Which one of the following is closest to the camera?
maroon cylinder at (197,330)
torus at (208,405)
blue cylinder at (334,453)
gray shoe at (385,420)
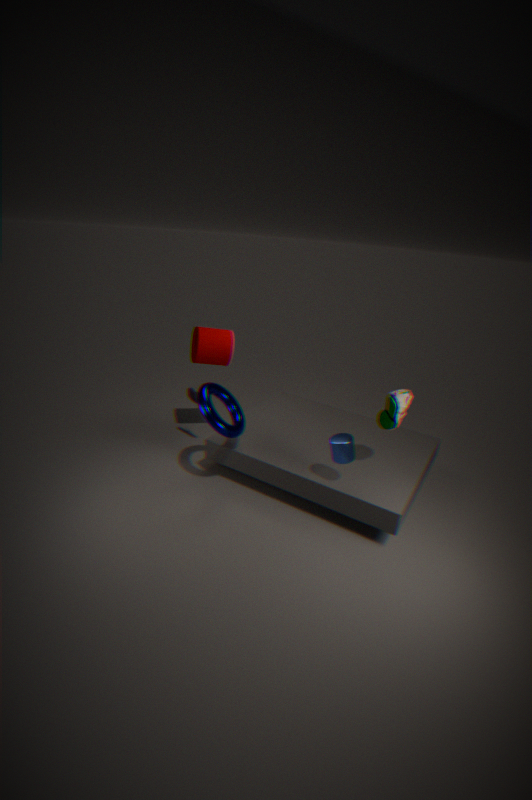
blue cylinder at (334,453)
